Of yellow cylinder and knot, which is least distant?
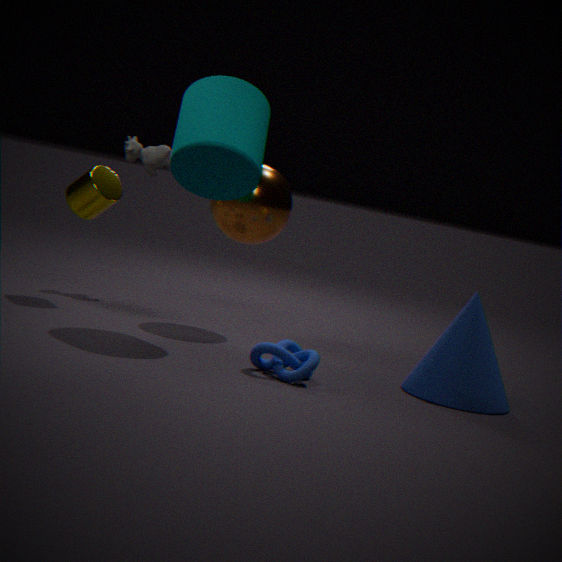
knot
